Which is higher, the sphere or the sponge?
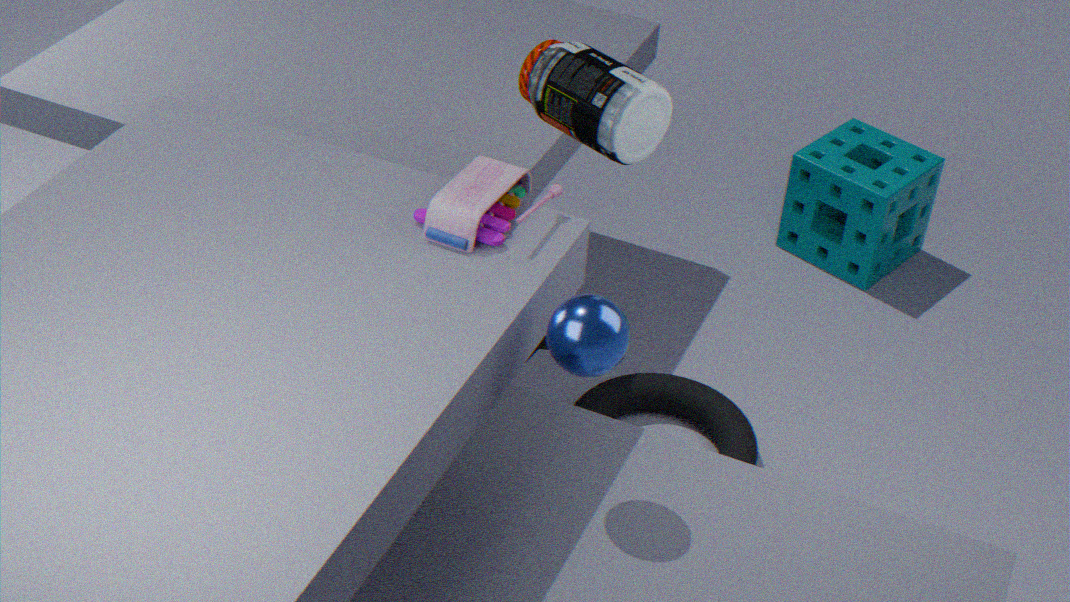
the sphere
